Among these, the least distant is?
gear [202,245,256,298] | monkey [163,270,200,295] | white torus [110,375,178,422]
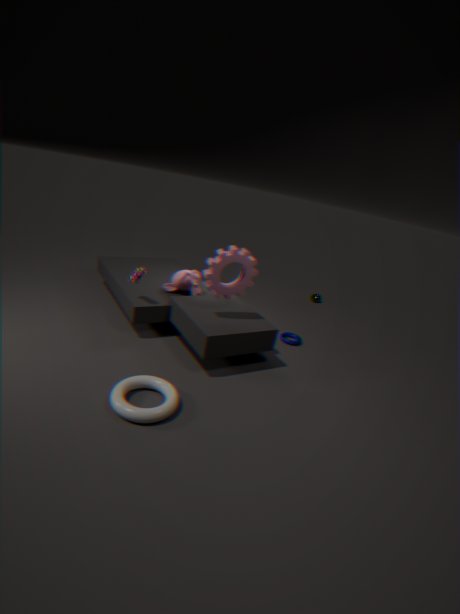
white torus [110,375,178,422]
